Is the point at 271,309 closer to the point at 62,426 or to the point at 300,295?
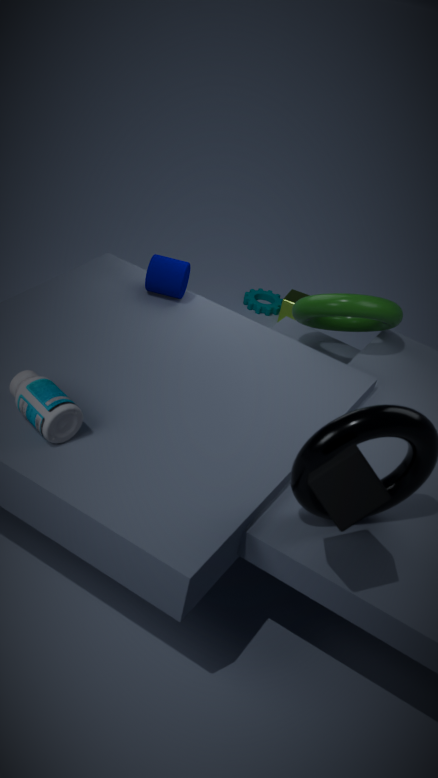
the point at 300,295
